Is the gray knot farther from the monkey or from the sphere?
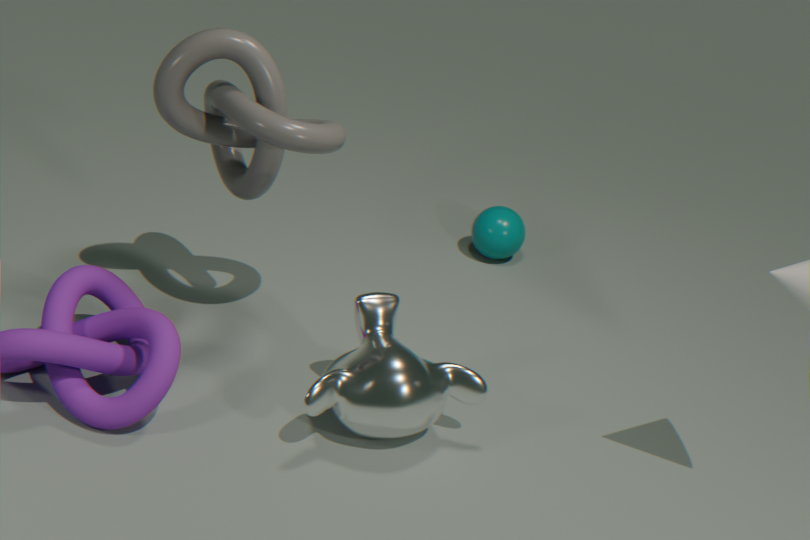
the sphere
